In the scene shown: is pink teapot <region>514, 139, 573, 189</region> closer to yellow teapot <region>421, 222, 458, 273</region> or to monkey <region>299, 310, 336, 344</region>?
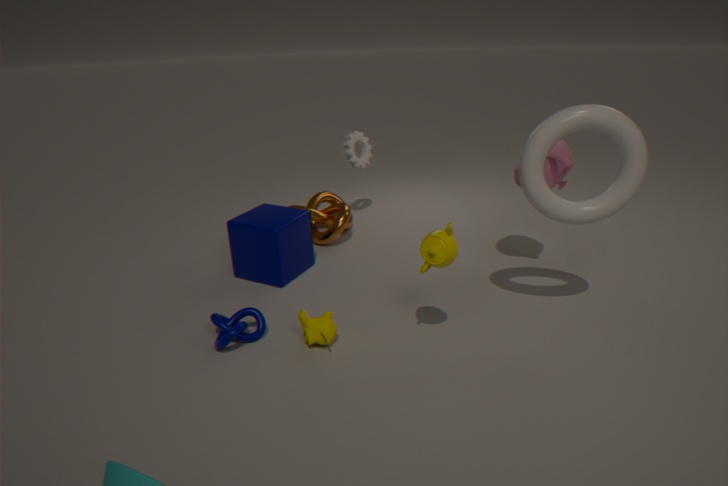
yellow teapot <region>421, 222, 458, 273</region>
